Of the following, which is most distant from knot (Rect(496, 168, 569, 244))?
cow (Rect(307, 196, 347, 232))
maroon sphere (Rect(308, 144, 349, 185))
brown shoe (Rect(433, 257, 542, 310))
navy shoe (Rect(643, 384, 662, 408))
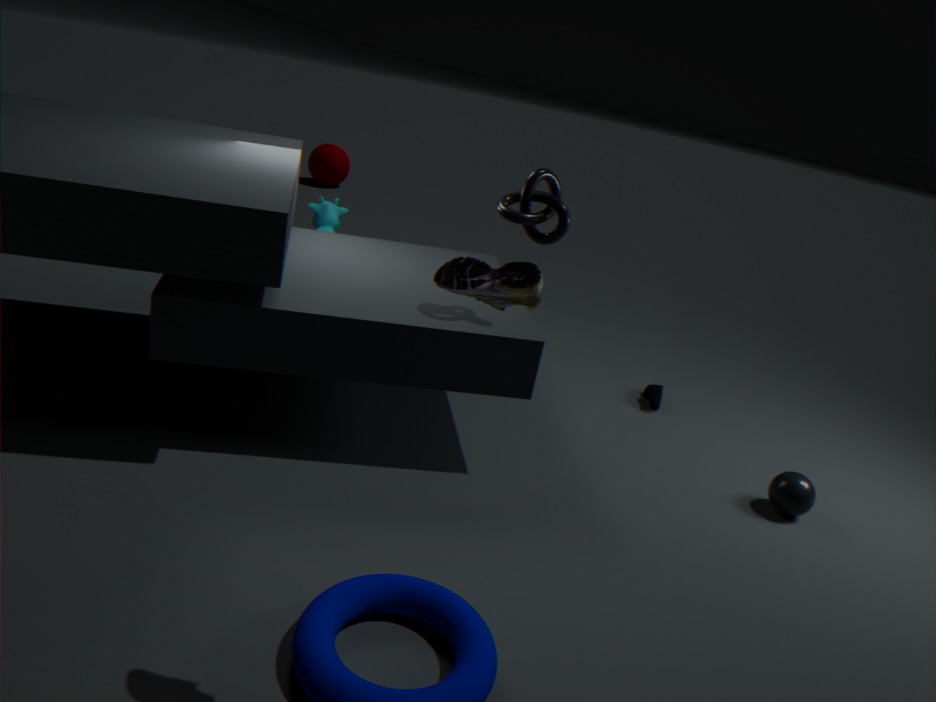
maroon sphere (Rect(308, 144, 349, 185))
